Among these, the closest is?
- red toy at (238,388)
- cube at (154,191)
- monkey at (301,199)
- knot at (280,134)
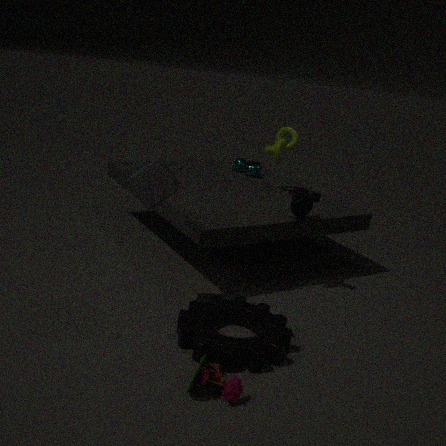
red toy at (238,388)
